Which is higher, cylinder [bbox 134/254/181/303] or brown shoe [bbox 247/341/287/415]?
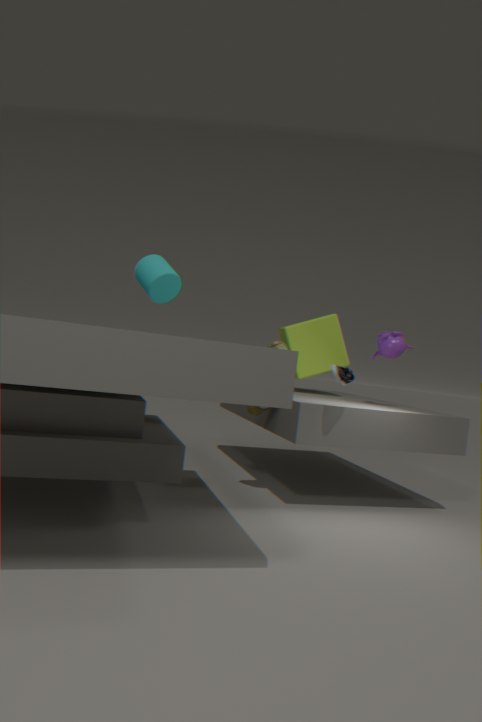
cylinder [bbox 134/254/181/303]
